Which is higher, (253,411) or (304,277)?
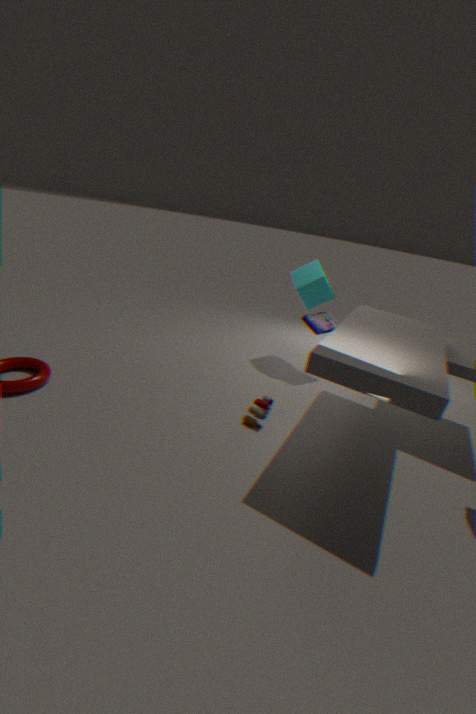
(304,277)
